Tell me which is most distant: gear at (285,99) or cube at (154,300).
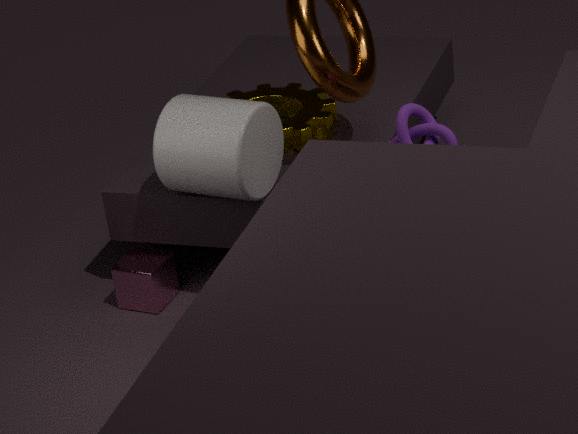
gear at (285,99)
